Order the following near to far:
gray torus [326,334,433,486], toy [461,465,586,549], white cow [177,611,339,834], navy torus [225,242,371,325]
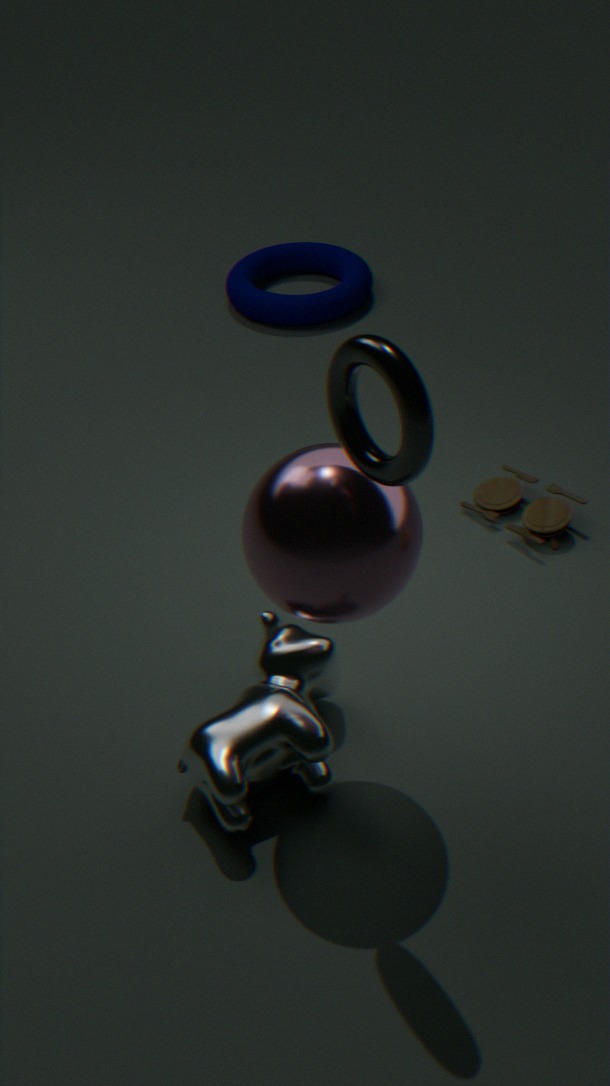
gray torus [326,334,433,486]
white cow [177,611,339,834]
toy [461,465,586,549]
navy torus [225,242,371,325]
